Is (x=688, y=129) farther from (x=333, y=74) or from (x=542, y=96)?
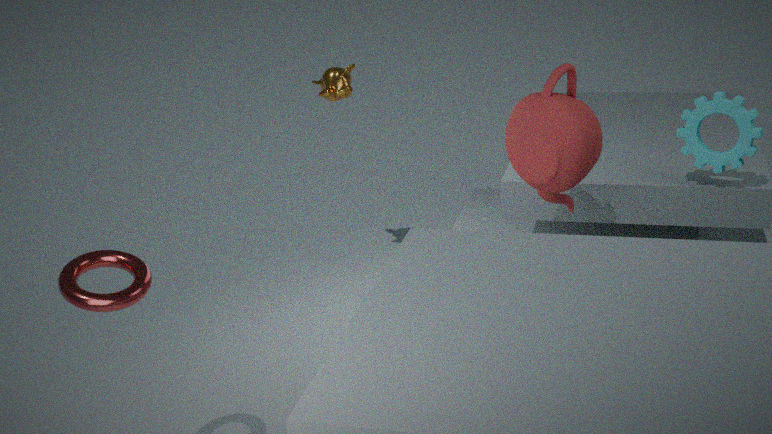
(x=333, y=74)
